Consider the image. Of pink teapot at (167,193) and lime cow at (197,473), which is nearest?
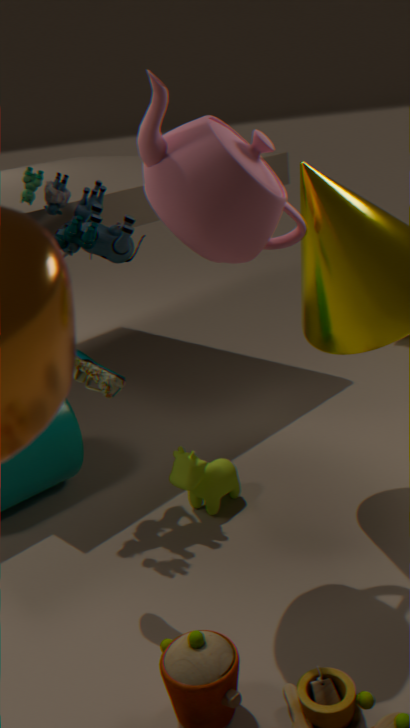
pink teapot at (167,193)
